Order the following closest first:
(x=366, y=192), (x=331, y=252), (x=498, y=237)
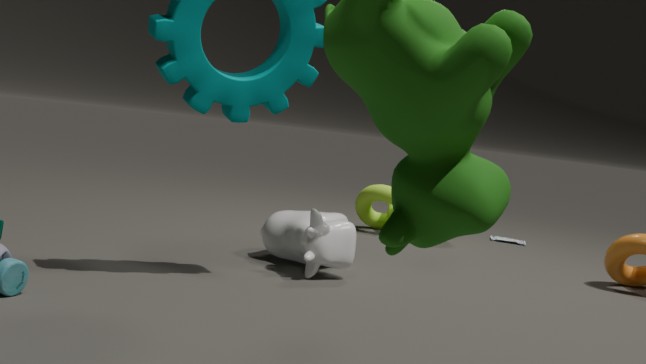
(x=331, y=252), (x=366, y=192), (x=498, y=237)
